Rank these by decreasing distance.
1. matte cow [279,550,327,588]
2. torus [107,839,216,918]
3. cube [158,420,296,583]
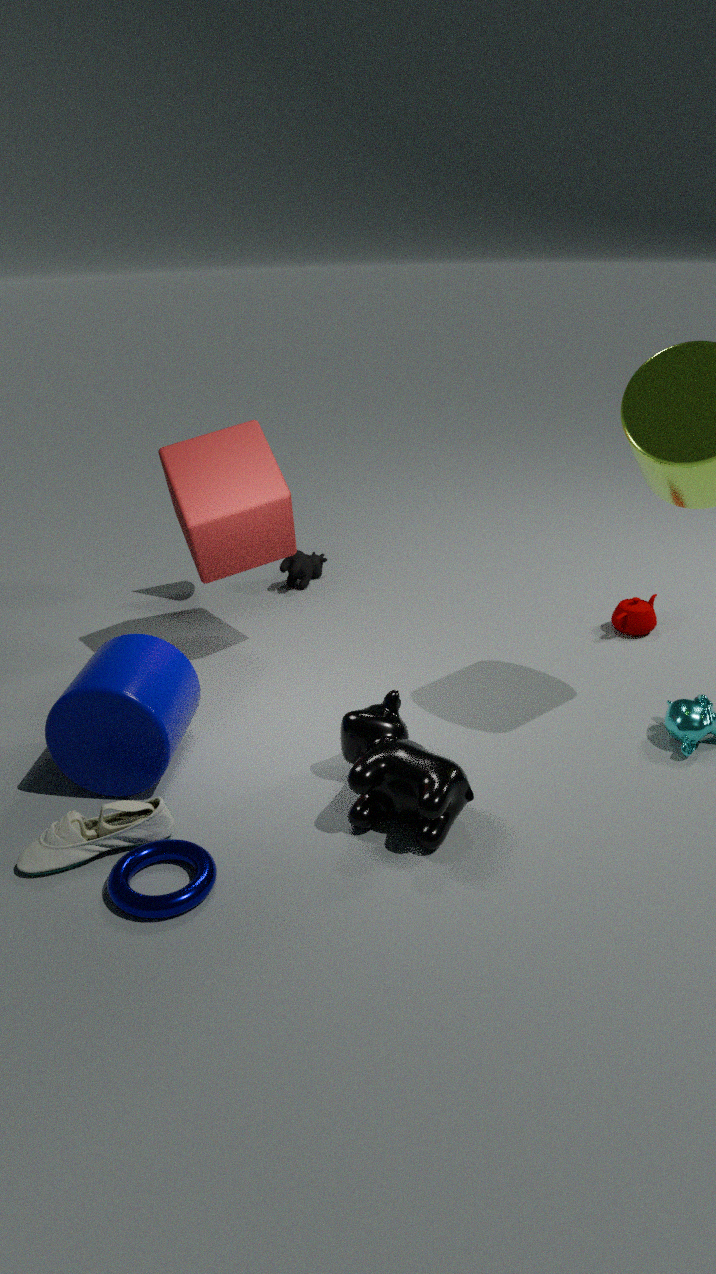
matte cow [279,550,327,588], cube [158,420,296,583], torus [107,839,216,918]
